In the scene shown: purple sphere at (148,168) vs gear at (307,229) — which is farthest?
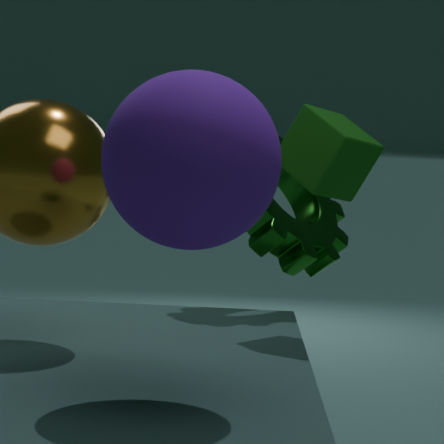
gear at (307,229)
